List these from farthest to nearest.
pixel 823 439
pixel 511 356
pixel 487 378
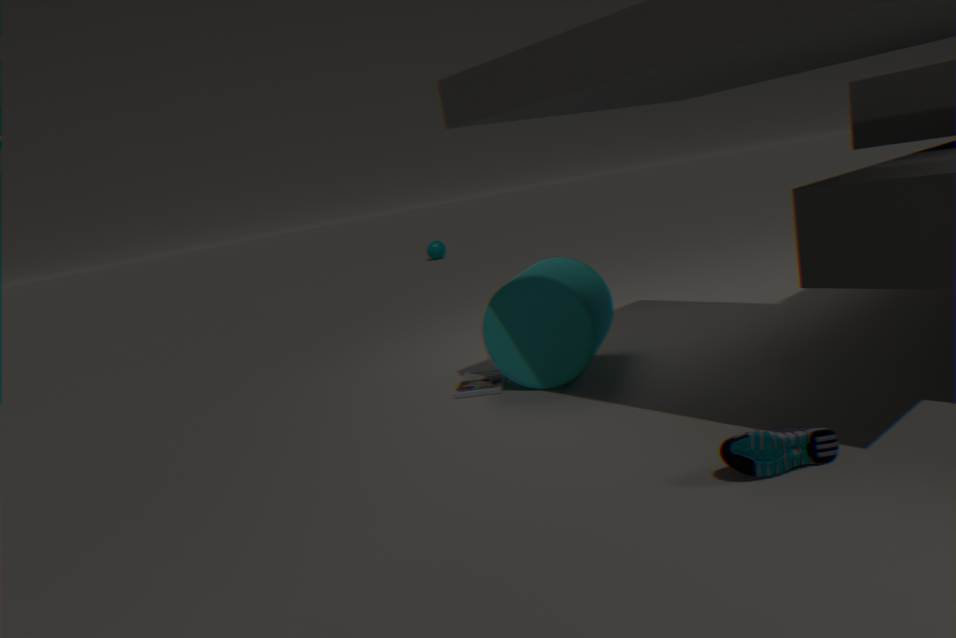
1. pixel 487 378
2. pixel 511 356
3. pixel 823 439
